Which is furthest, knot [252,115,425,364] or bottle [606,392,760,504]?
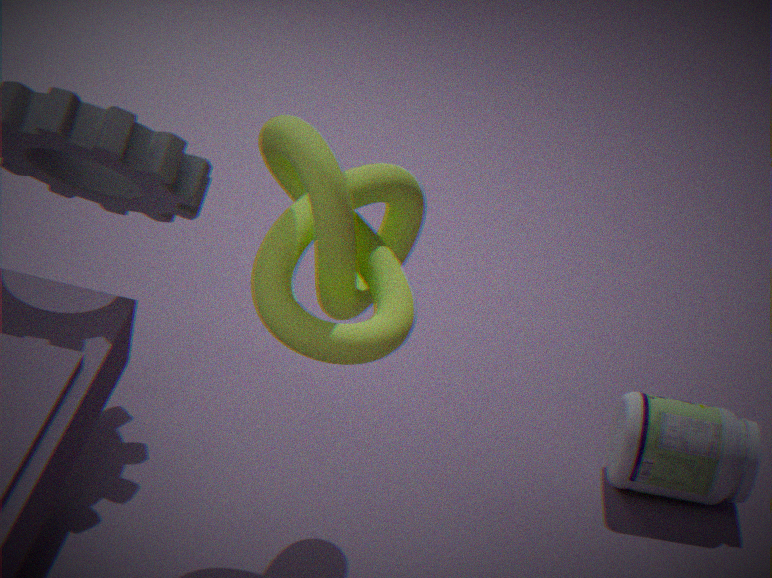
bottle [606,392,760,504]
